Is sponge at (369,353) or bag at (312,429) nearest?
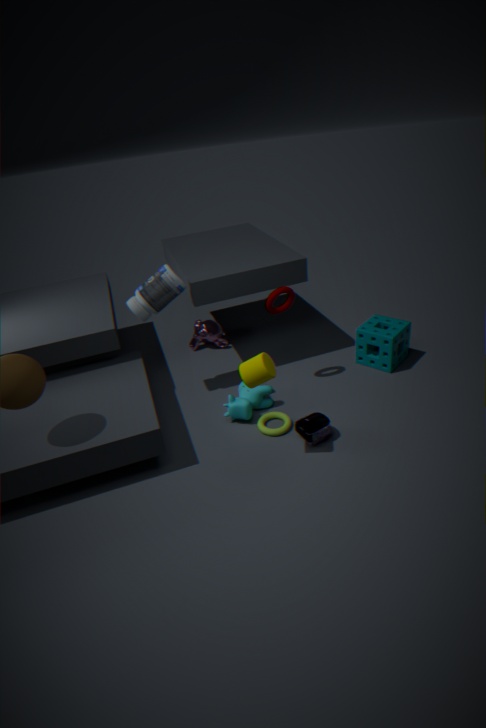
bag at (312,429)
